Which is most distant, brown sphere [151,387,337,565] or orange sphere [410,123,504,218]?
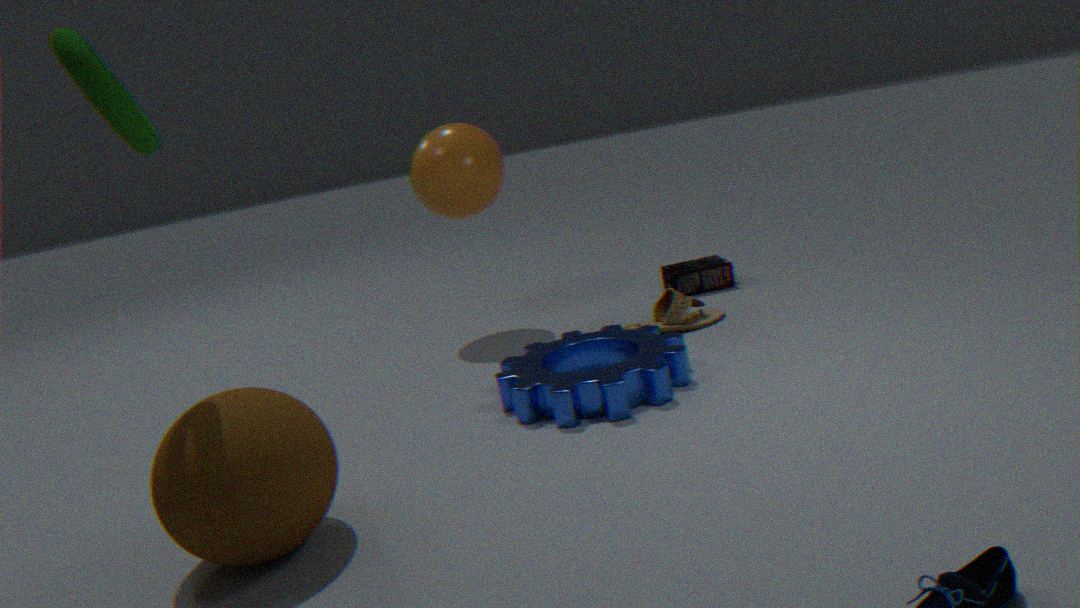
orange sphere [410,123,504,218]
